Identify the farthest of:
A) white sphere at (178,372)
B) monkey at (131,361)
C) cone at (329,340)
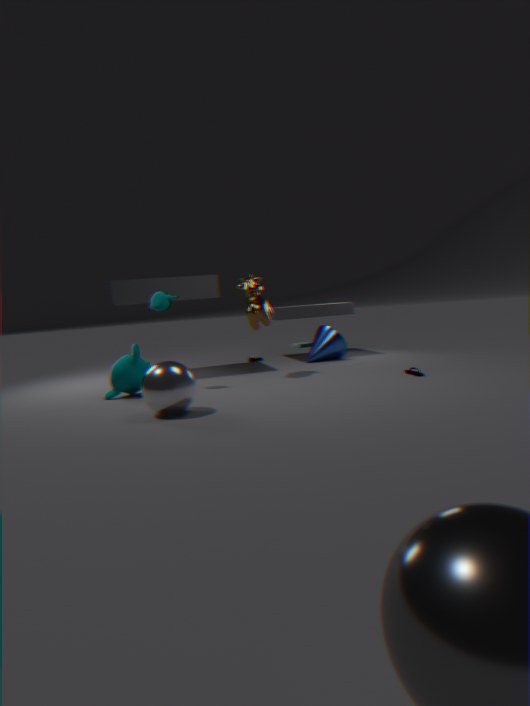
cone at (329,340)
